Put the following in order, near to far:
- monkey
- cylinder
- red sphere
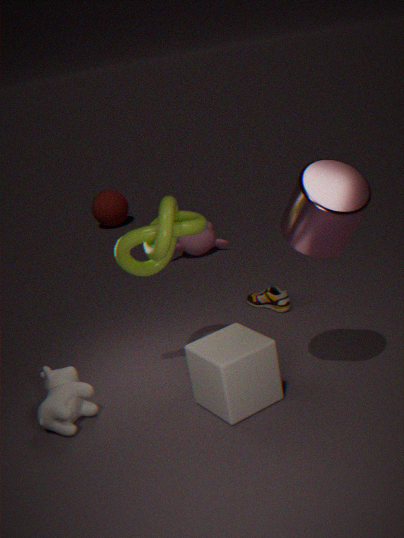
cylinder → monkey → red sphere
